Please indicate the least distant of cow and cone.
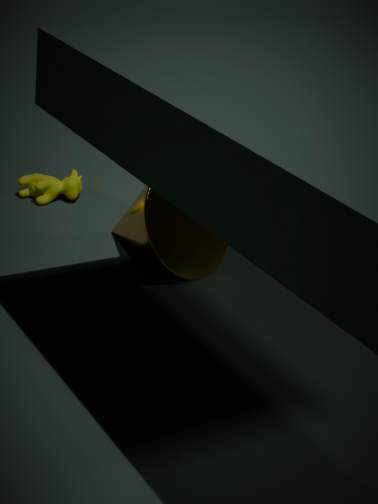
cone
